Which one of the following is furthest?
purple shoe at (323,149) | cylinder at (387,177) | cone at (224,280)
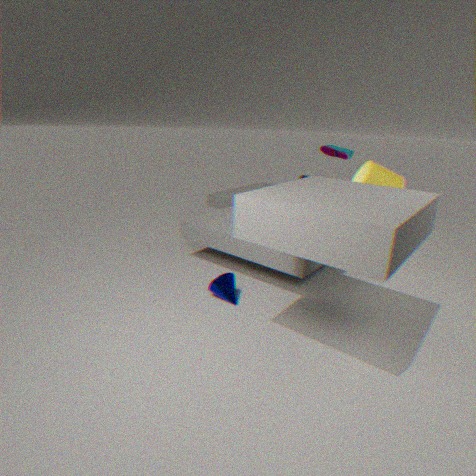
purple shoe at (323,149)
